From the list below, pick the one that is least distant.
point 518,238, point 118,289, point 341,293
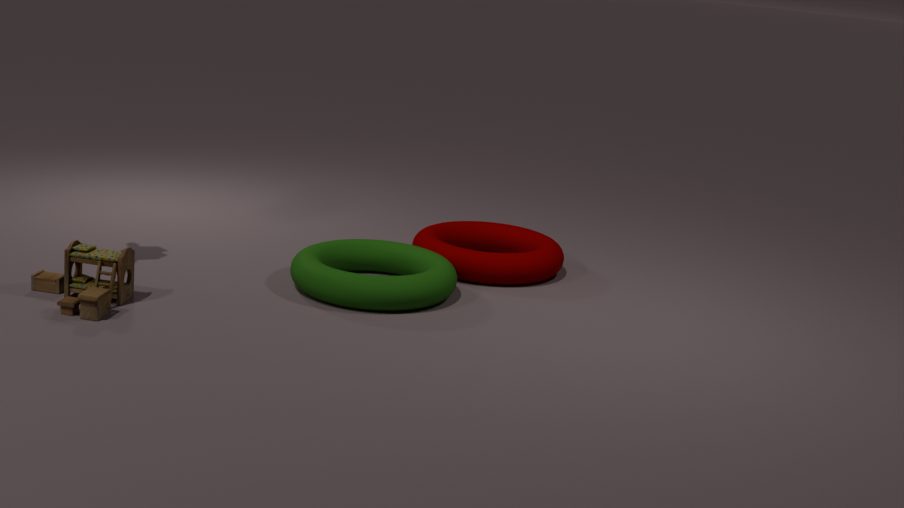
point 118,289
